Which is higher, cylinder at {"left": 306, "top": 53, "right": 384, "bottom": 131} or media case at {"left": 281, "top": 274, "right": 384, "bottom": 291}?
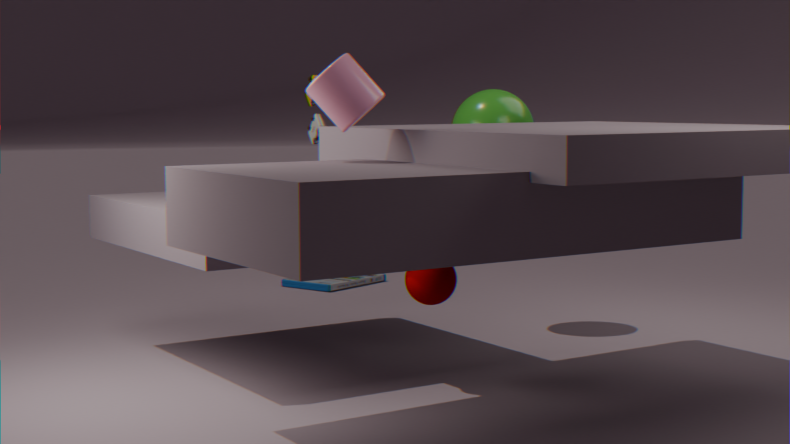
cylinder at {"left": 306, "top": 53, "right": 384, "bottom": 131}
